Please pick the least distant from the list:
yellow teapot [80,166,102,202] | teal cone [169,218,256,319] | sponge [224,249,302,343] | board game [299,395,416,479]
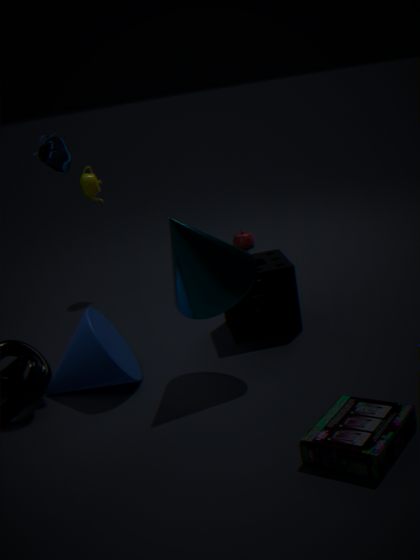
board game [299,395,416,479]
